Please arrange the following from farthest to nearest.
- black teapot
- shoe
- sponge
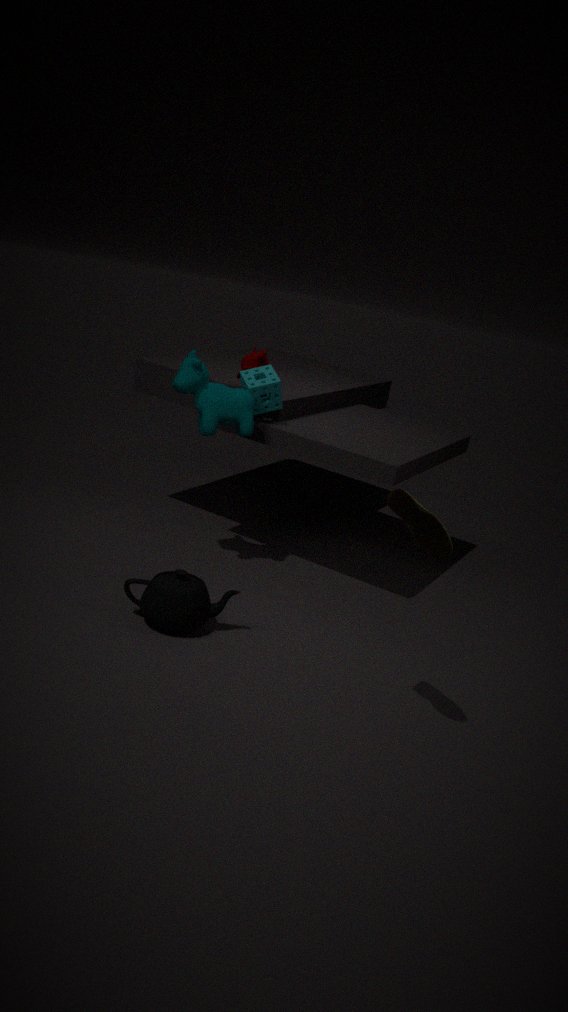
sponge
black teapot
shoe
